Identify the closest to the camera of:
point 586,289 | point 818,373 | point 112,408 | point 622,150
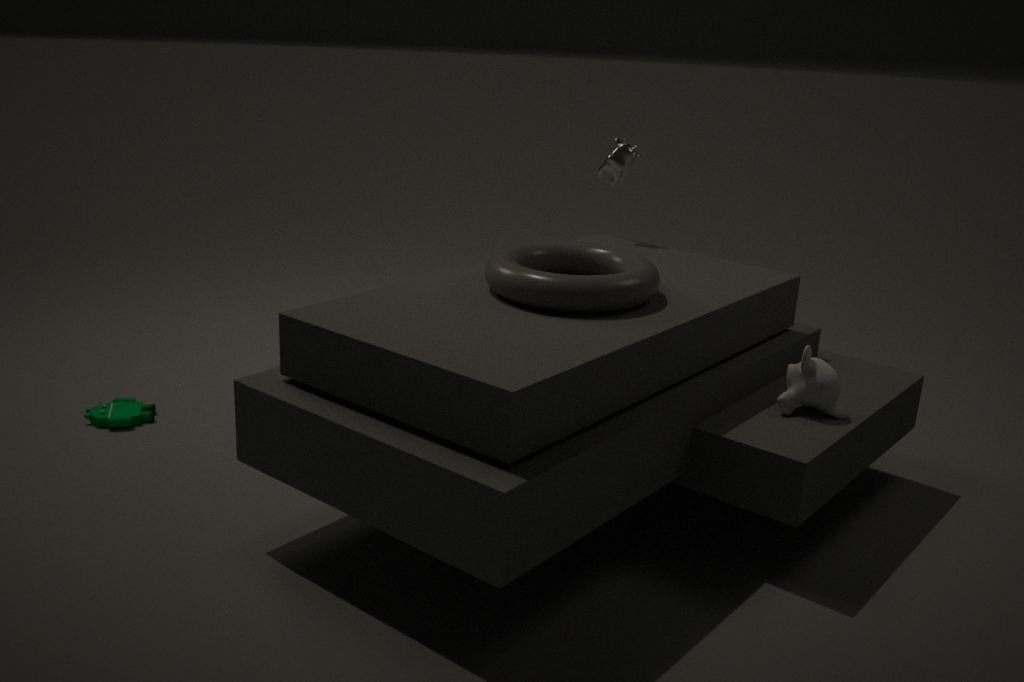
point 586,289
